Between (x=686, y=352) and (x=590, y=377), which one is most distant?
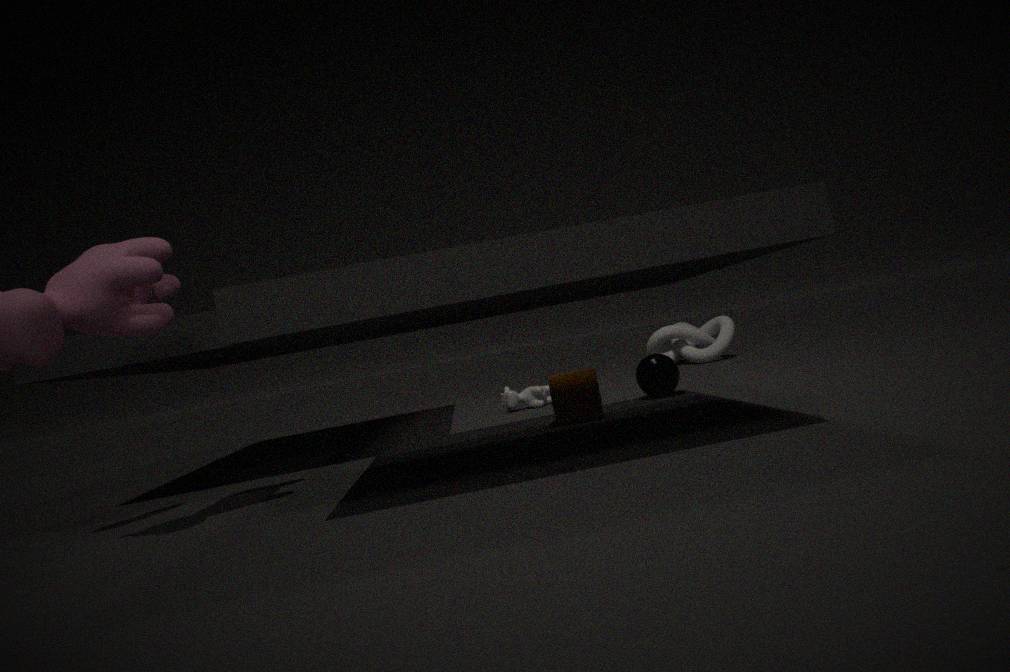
(x=686, y=352)
